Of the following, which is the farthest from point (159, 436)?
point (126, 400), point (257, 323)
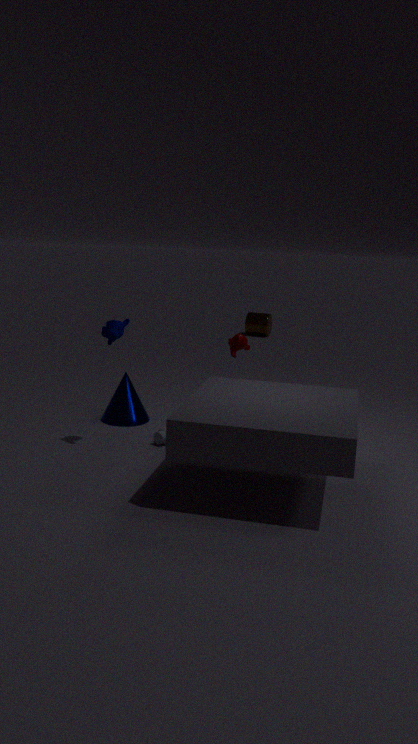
point (257, 323)
